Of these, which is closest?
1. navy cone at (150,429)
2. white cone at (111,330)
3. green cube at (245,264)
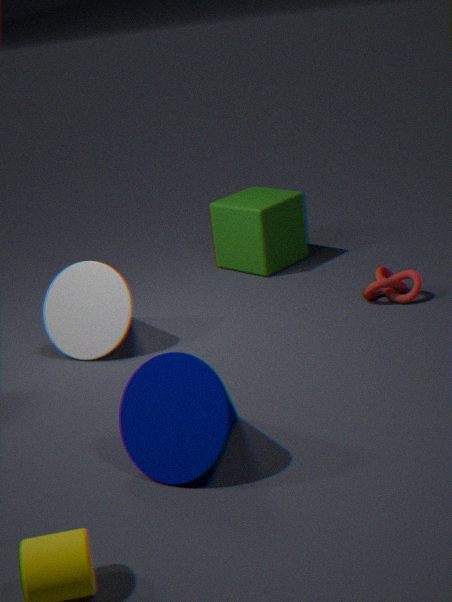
navy cone at (150,429)
